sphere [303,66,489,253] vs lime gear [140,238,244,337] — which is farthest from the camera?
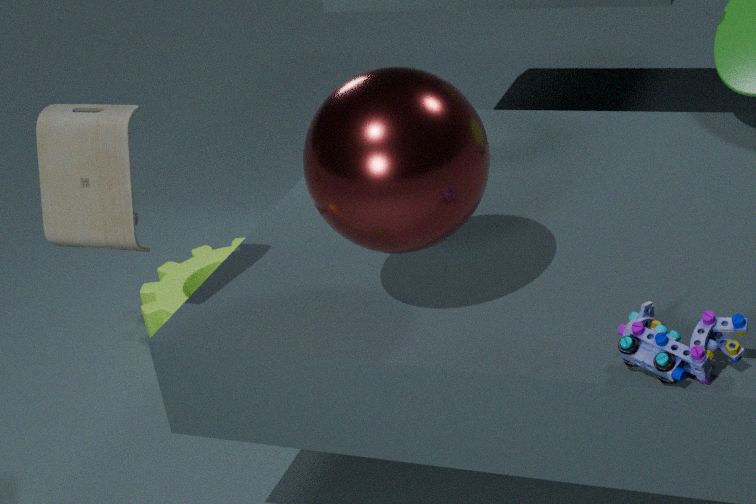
lime gear [140,238,244,337]
